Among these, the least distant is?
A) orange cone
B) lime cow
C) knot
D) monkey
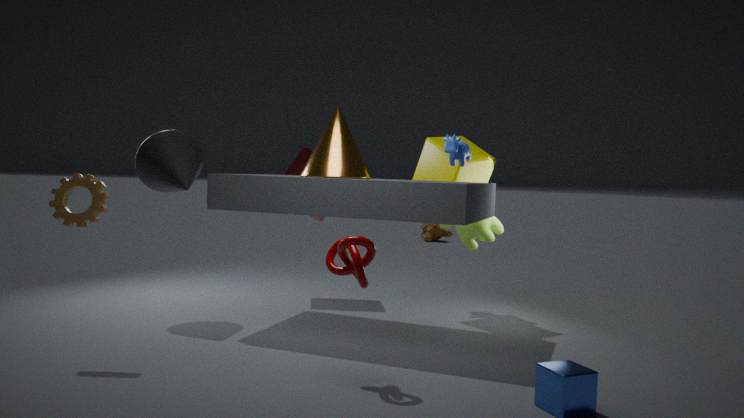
knot
